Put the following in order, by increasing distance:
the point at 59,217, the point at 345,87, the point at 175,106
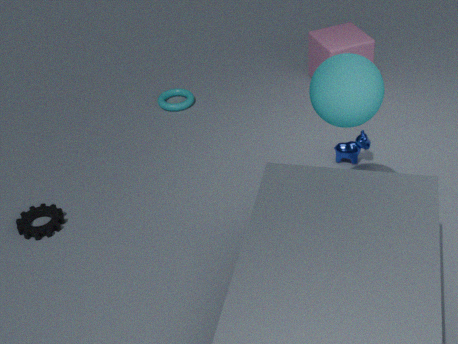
1. the point at 345,87
2. the point at 59,217
3. the point at 175,106
